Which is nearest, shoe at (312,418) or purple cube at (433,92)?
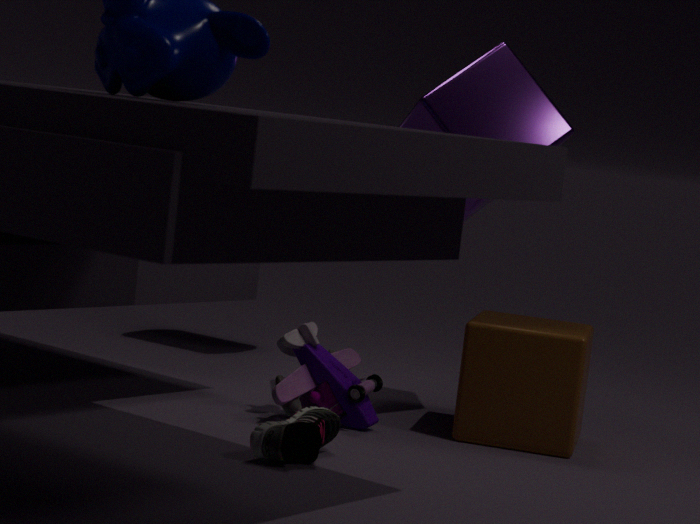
shoe at (312,418)
